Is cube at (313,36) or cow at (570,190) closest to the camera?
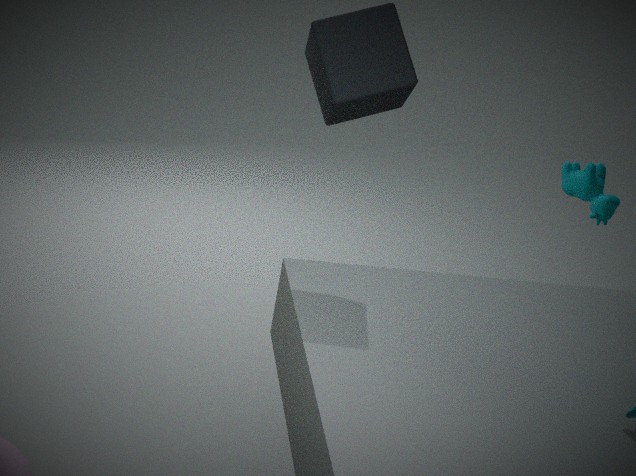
cube at (313,36)
